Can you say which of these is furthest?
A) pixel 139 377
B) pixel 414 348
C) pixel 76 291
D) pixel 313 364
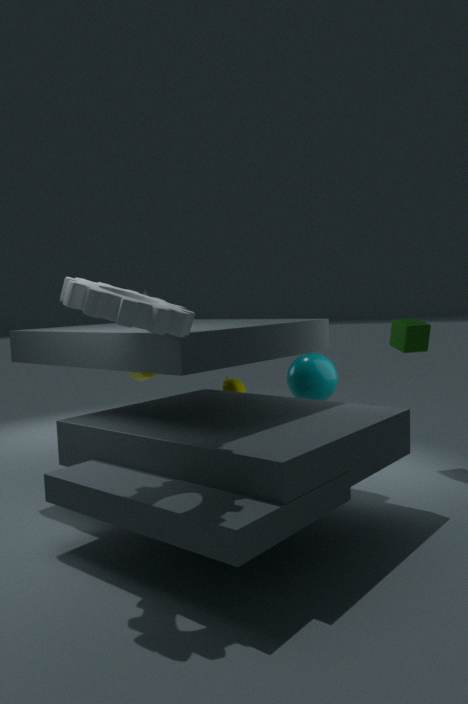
pixel 139 377
